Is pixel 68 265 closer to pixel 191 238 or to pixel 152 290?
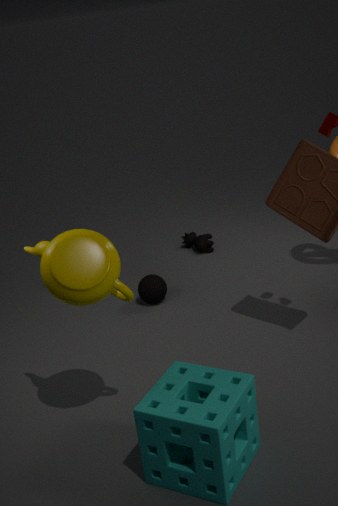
pixel 152 290
